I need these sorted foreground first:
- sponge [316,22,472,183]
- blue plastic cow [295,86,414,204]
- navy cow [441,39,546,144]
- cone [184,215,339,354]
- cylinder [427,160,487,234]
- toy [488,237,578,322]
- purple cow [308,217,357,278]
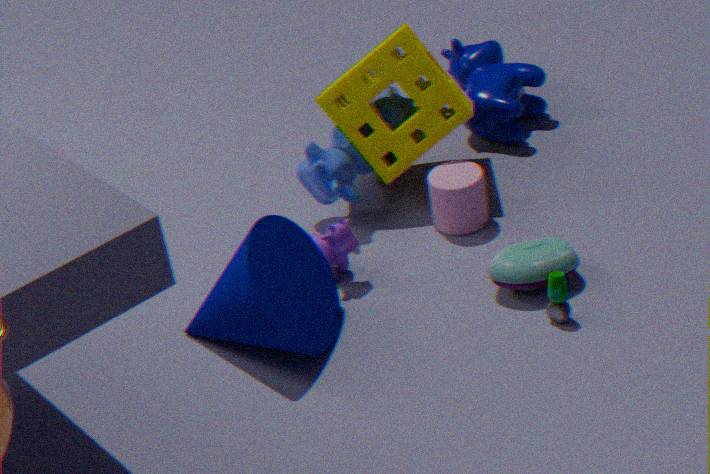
cone [184,215,339,354] < toy [488,237,578,322] < purple cow [308,217,357,278] < cylinder [427,160,487,234] < sponge [316,22,472,183] < blue plastic cow [295,86,414,204] < navy cow [441,39,546,144]
